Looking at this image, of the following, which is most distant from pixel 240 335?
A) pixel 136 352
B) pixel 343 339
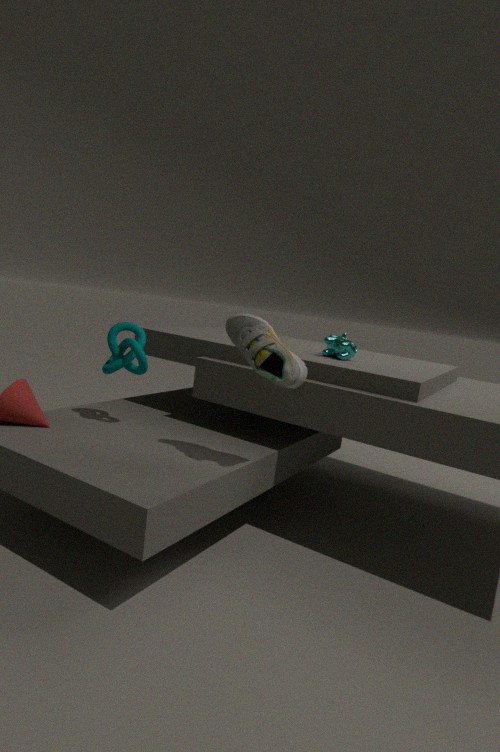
pixel 136 352
